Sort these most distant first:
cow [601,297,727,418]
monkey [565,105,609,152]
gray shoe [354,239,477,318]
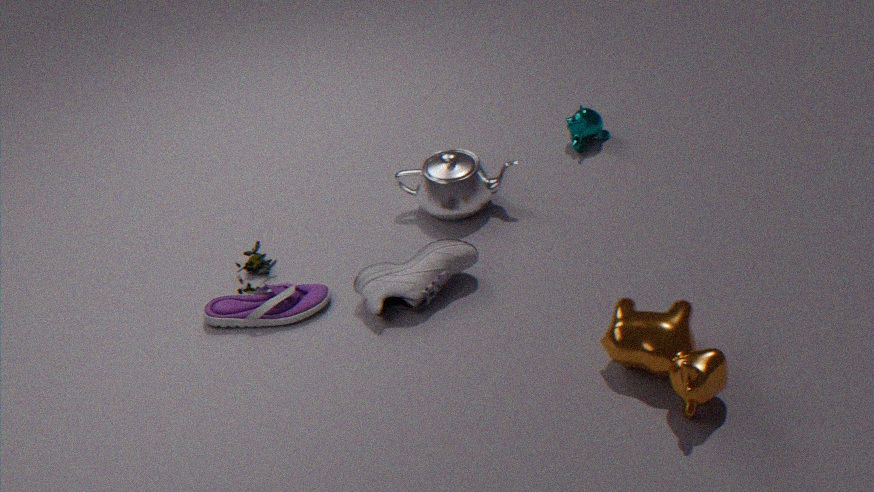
monkey [565,105,609,152] → gray shoe [354,239,477,318] → cow [601,297,727,418]
